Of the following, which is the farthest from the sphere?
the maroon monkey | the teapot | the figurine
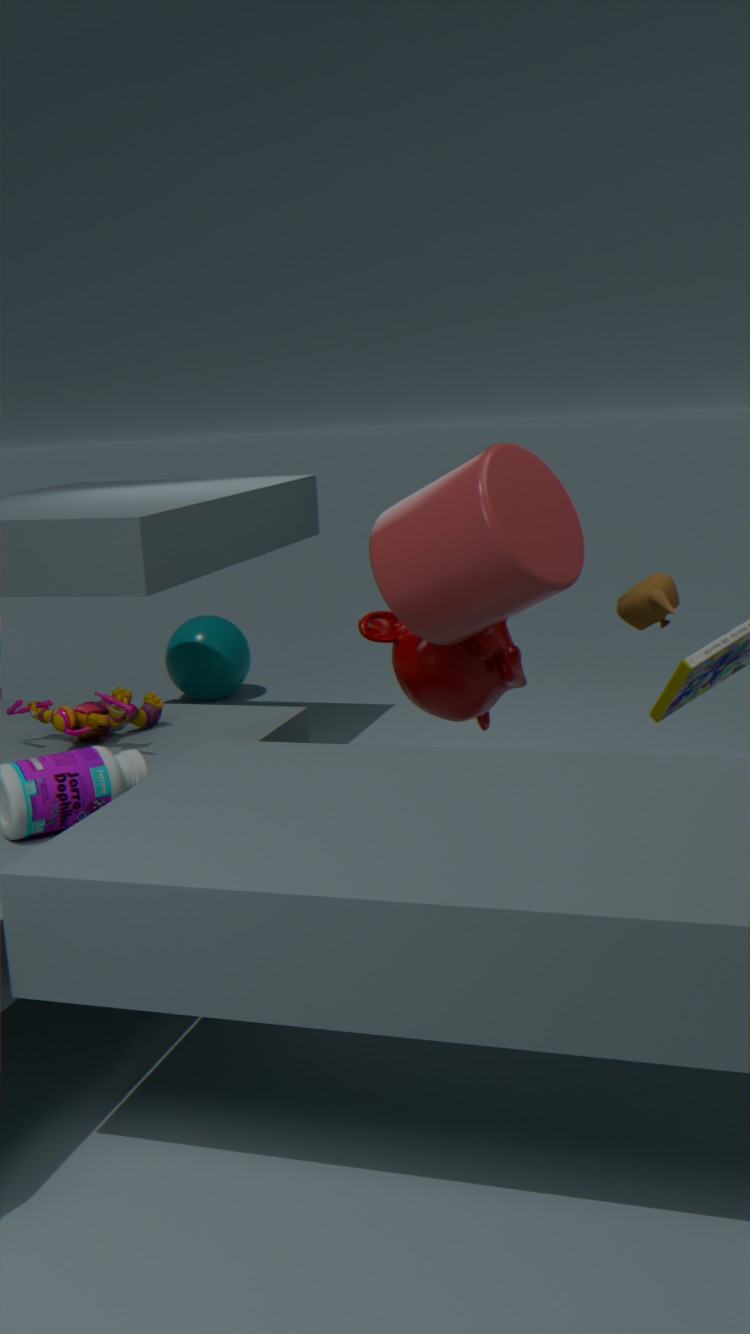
the teapot
